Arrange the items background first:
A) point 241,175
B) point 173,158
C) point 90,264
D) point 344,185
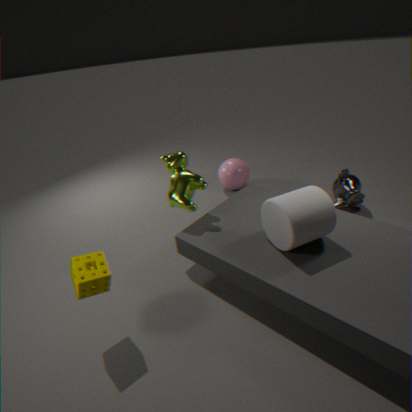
point 241,175 < point 344,185 < point 173,158 < point 90,264
